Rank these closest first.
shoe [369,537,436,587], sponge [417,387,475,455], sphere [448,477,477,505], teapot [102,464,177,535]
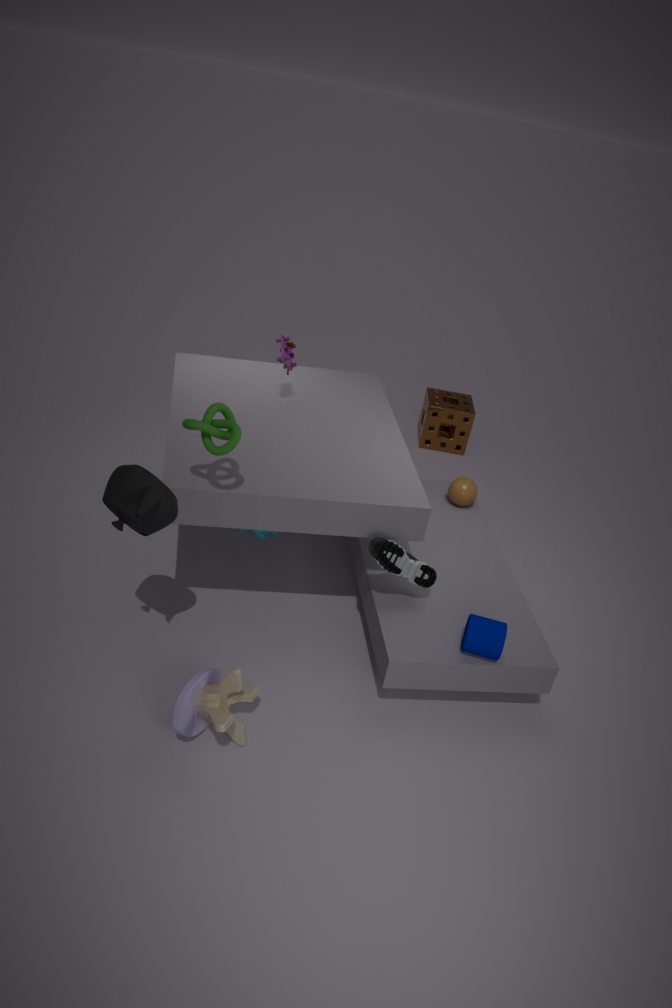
1. teapot [102,464,177,535]
2. shoe [369,537,436,587]
3. sphere [448,477,477,505]
4. sponge [417,387,475,455]
